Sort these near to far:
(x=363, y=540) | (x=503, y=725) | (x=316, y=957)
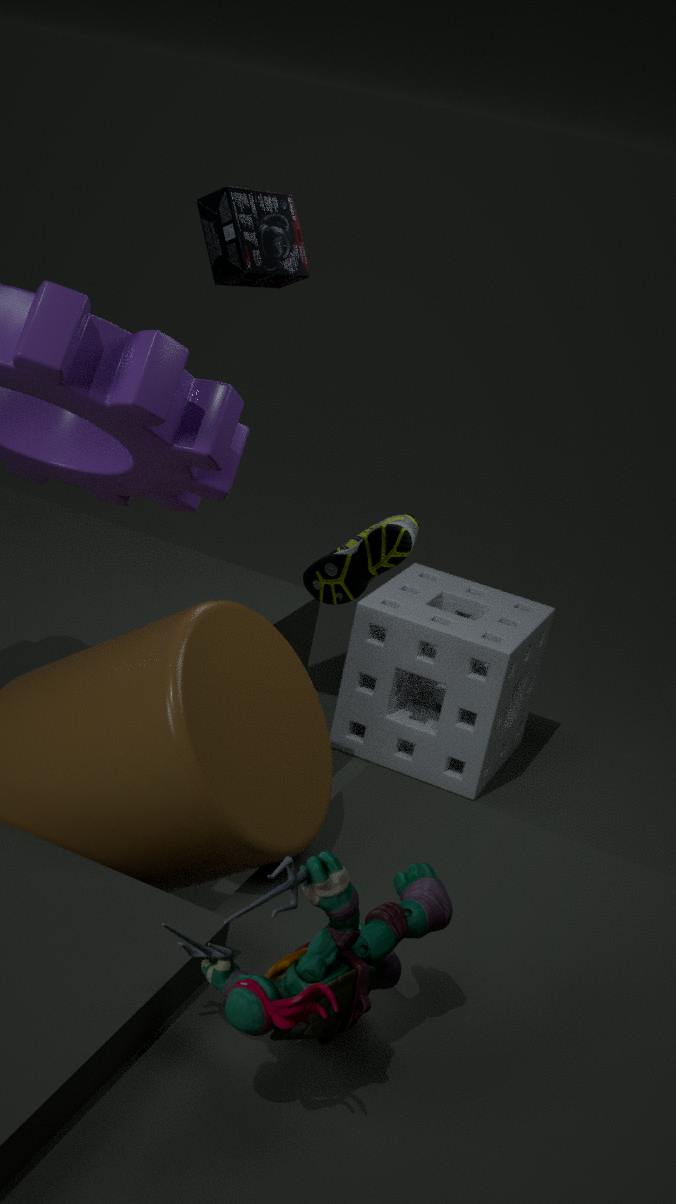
(x=316, y=957) < (x=363, y=540) < (x=503, y=725)
